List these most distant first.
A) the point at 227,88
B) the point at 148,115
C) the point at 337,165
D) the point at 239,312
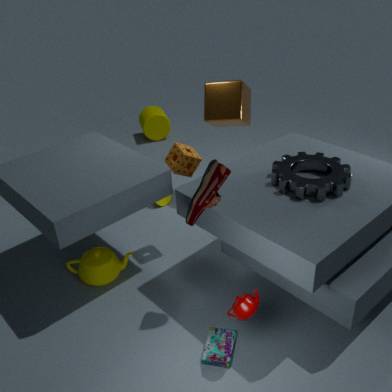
the point at 148,115
the point at 227,88
the point at 337,165
the point at 239,312
